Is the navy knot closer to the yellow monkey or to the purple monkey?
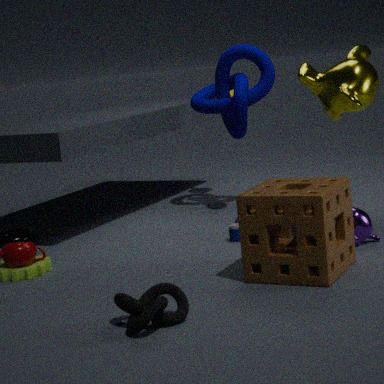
the yellow monkey
